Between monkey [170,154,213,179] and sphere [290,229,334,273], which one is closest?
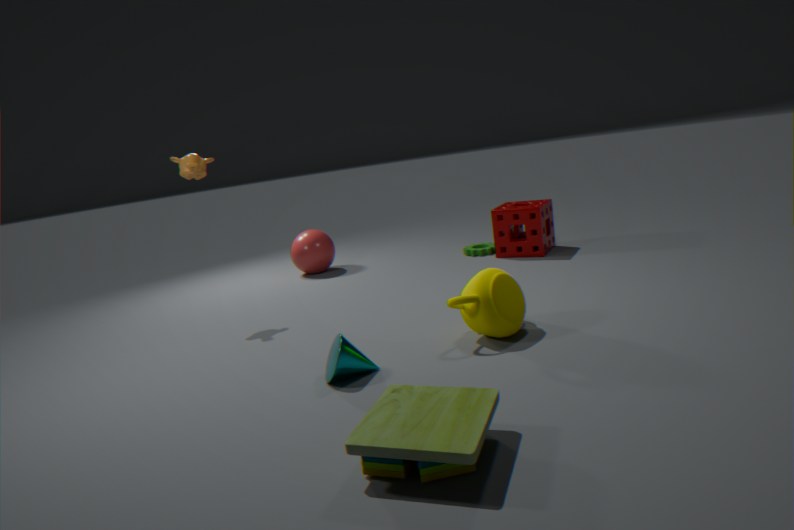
monkey [170,154,213,179]
